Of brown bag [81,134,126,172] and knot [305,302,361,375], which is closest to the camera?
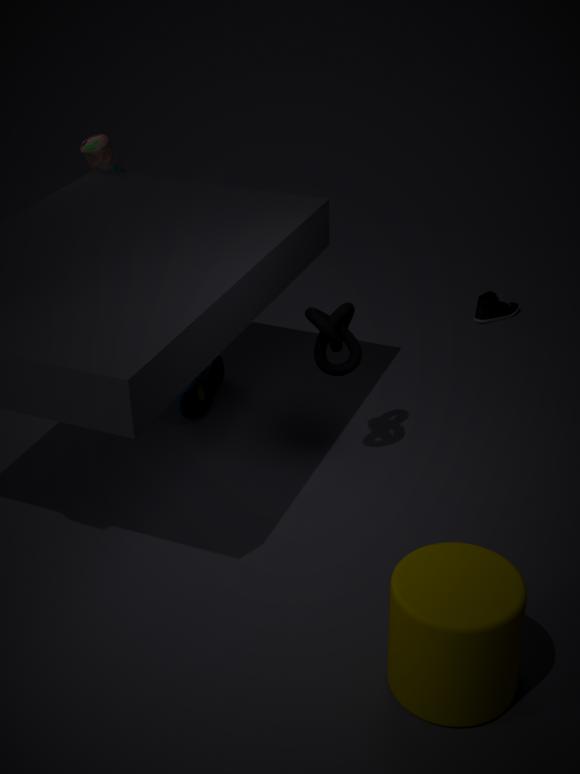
knot [305,302,361,375]
